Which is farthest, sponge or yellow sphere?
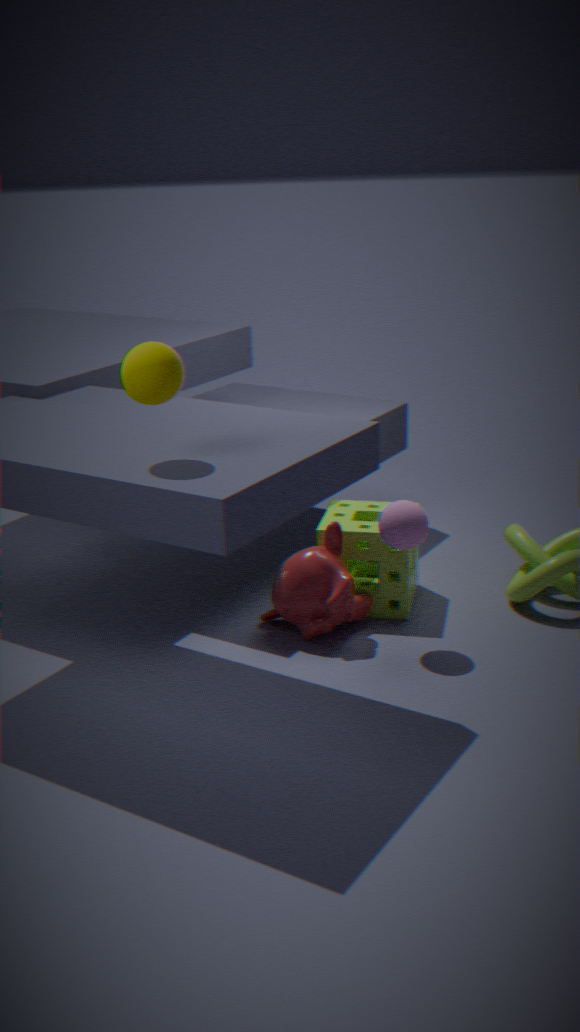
sponge
